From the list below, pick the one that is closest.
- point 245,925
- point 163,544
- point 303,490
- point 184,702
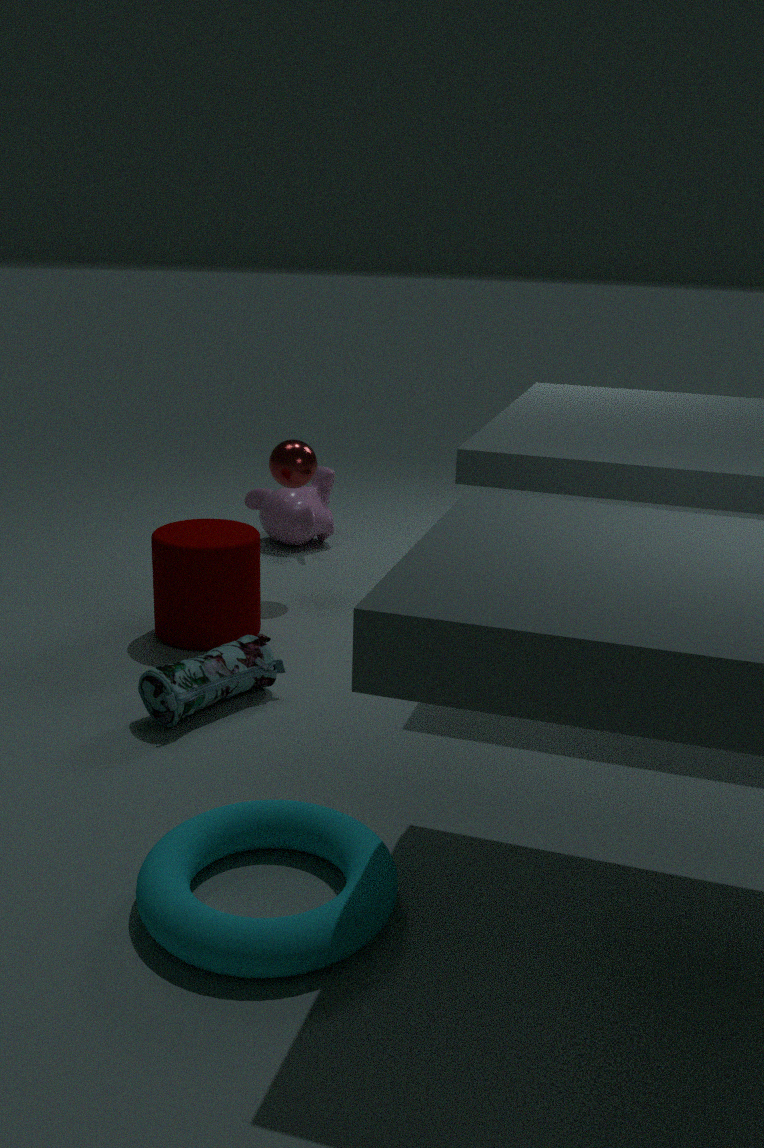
point 245,925
